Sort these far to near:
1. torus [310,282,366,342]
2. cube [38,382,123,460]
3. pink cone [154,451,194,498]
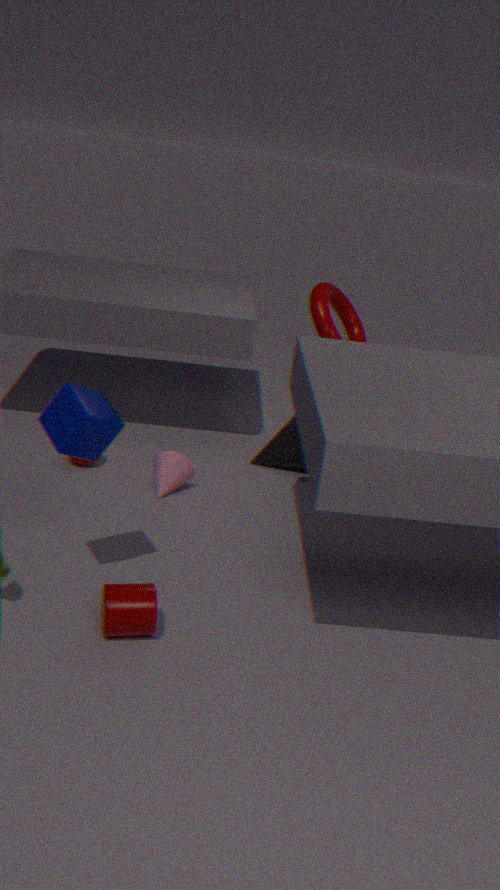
torus [310,282,366,342]
pink cone [154,451,194,498]
cube [38,382,123,460]
